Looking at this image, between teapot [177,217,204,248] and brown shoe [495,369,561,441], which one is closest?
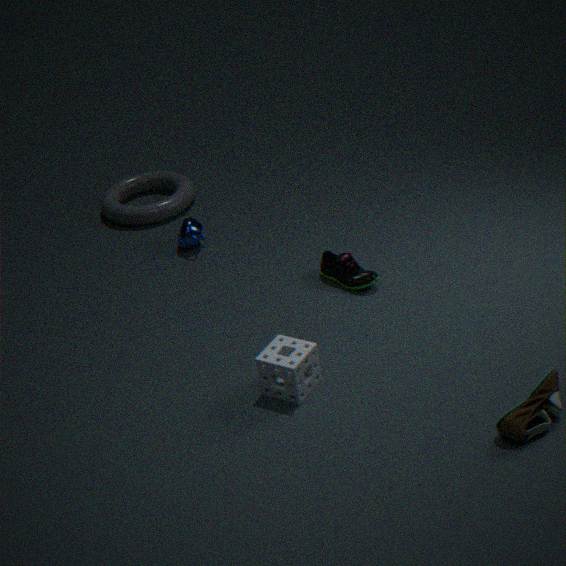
brown shoe [495,369,561,441]
